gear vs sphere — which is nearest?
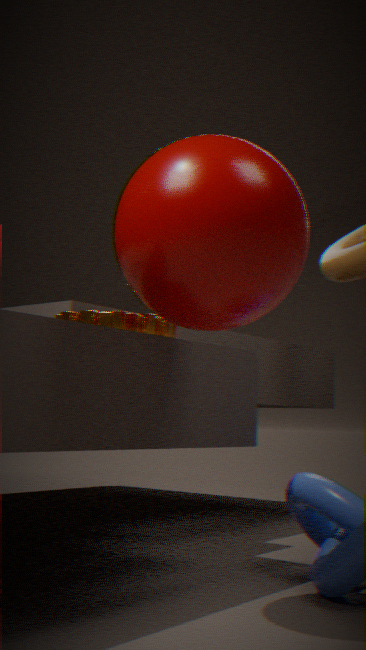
sphere
